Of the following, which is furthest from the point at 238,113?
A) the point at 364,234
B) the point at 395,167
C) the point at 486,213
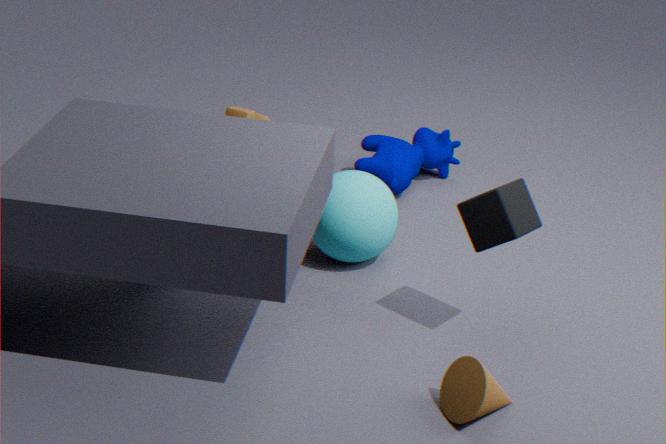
the point at 486,213
